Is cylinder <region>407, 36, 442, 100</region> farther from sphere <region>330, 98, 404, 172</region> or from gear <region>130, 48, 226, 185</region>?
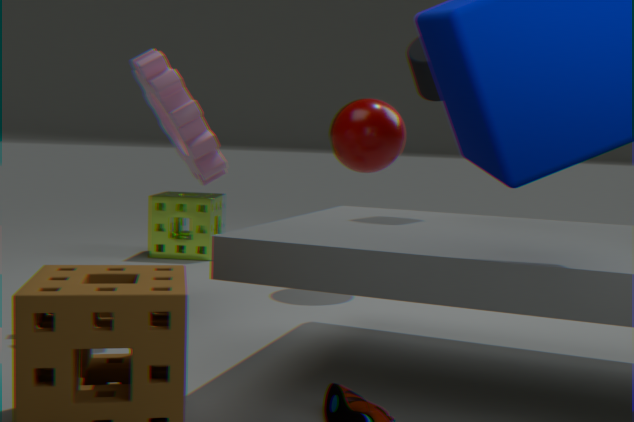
gear <region>130, 48, 226, 185</region>
